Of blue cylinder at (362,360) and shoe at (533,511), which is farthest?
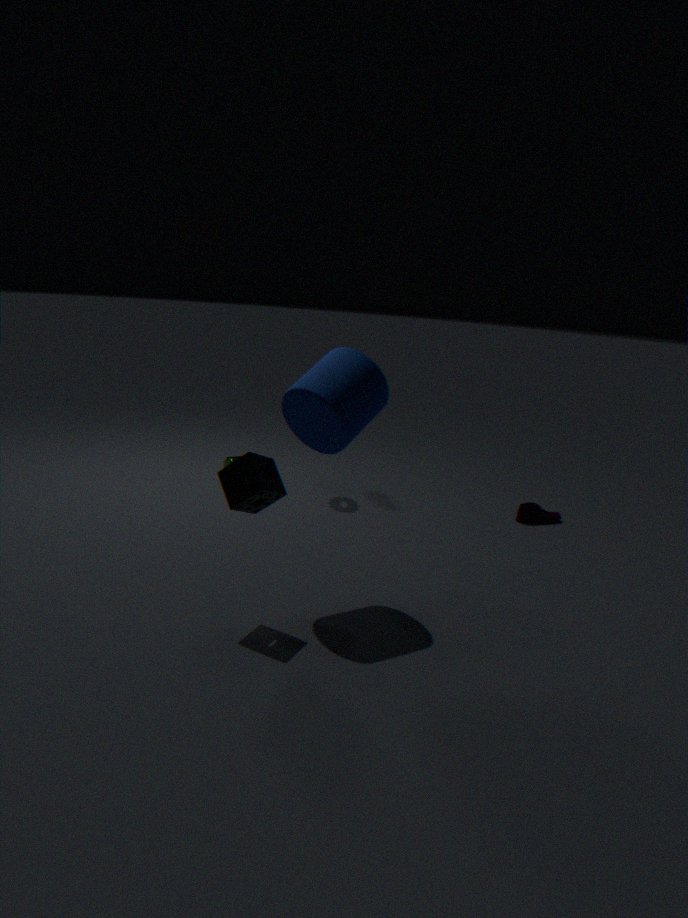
shoe at (533,511)
